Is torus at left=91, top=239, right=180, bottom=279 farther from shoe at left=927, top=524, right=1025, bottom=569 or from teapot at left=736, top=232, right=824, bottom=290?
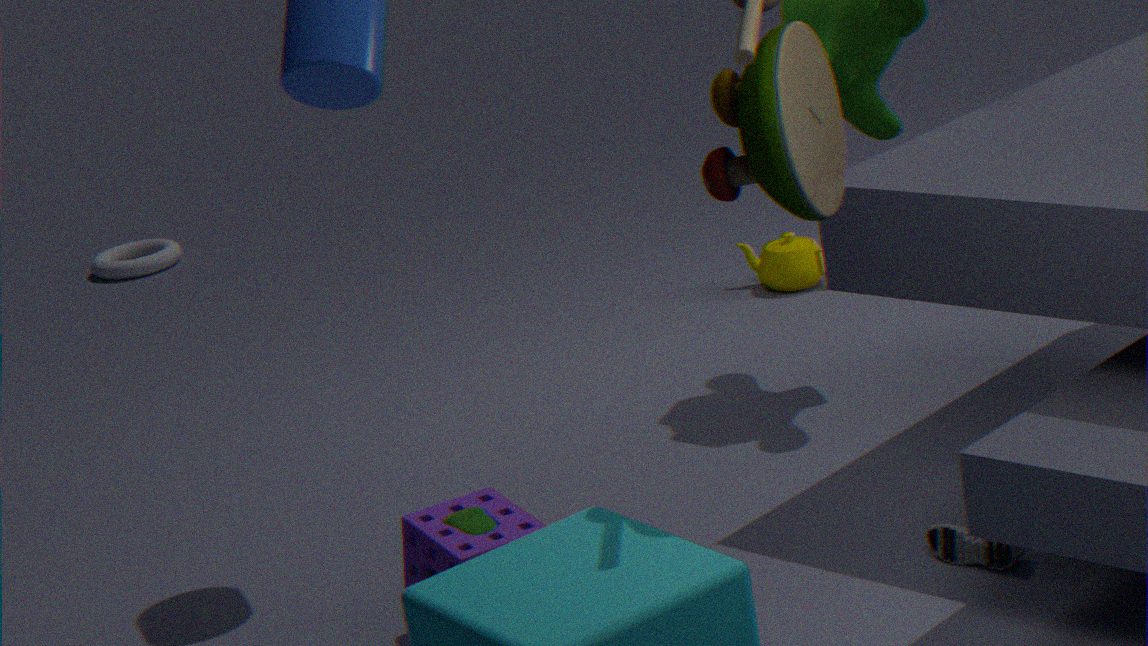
shoe at left=927, top=524, right=1025, bottom=569
